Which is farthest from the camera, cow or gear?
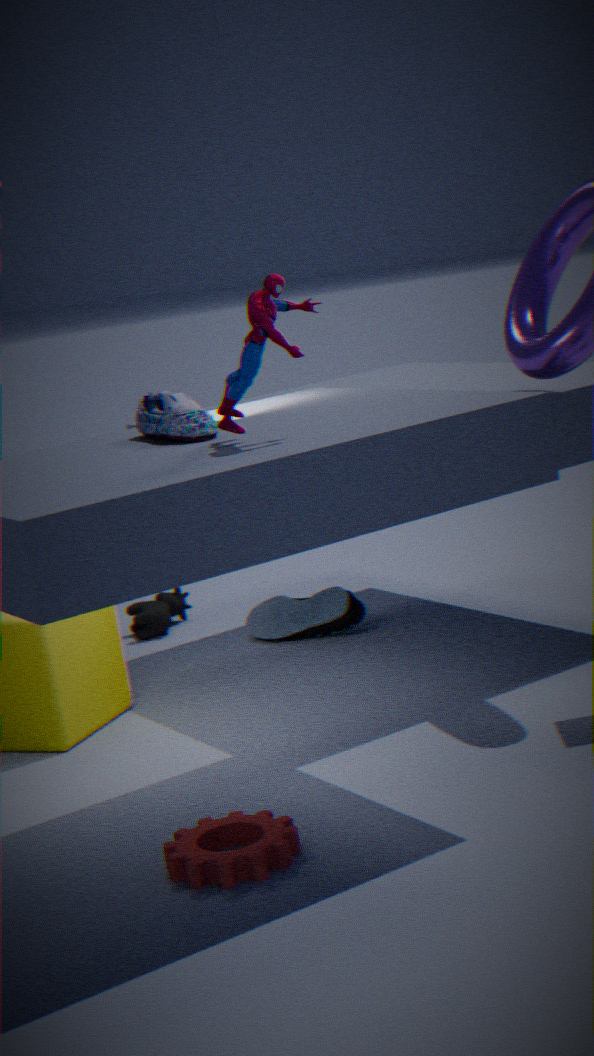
cow
